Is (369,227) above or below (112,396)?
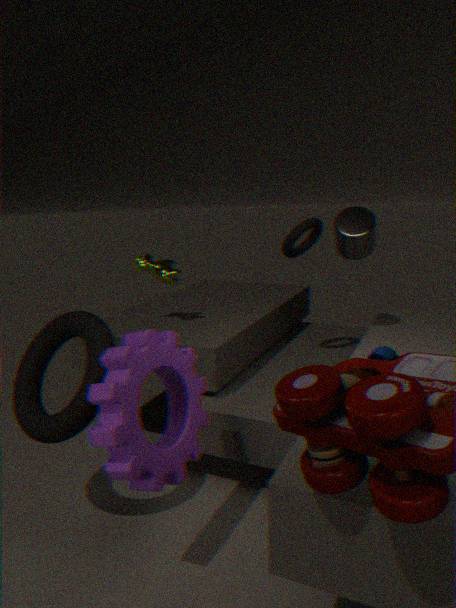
above
